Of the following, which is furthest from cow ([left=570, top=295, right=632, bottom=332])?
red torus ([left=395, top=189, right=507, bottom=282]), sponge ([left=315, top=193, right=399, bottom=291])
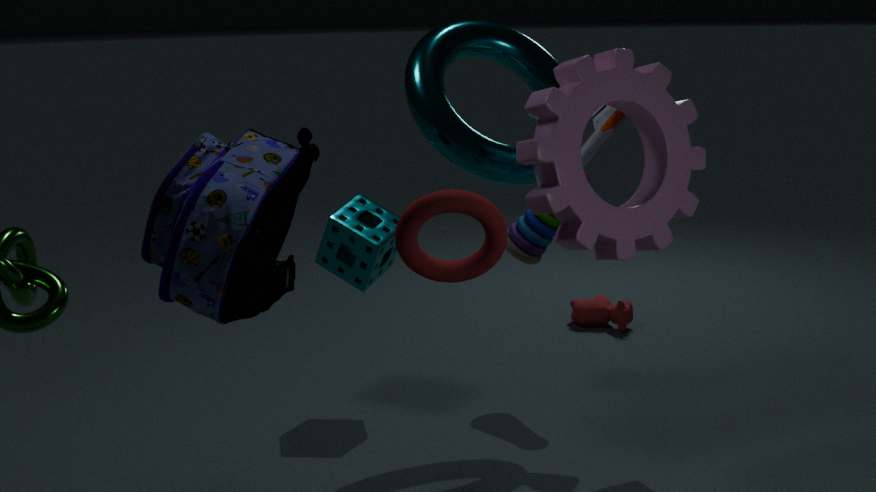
red torus ([left=395, top=189, right=507, bottom=282])
